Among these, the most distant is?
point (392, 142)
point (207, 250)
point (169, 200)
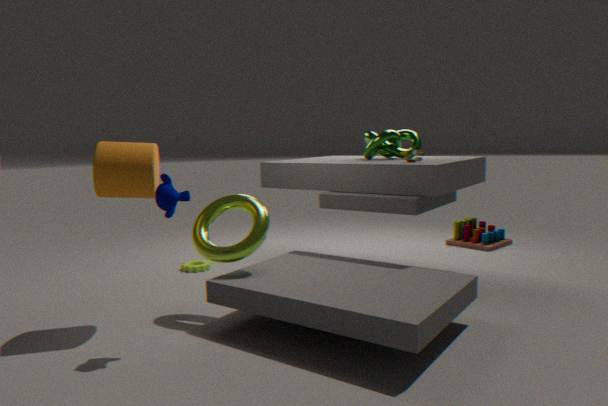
point (392, 142)
